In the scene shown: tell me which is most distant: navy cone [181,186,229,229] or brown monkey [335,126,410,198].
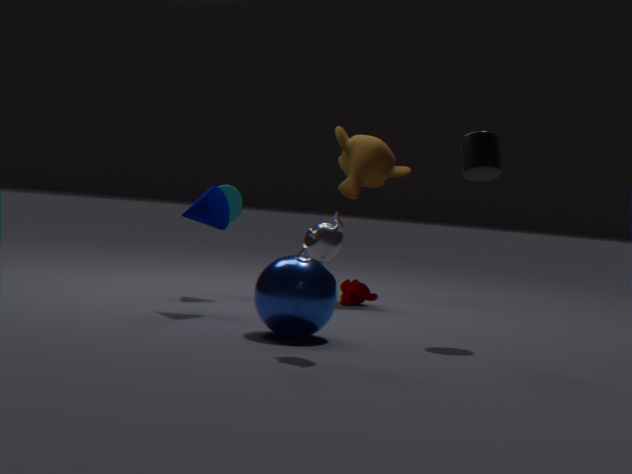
brown monkey [335,126,410,198]
